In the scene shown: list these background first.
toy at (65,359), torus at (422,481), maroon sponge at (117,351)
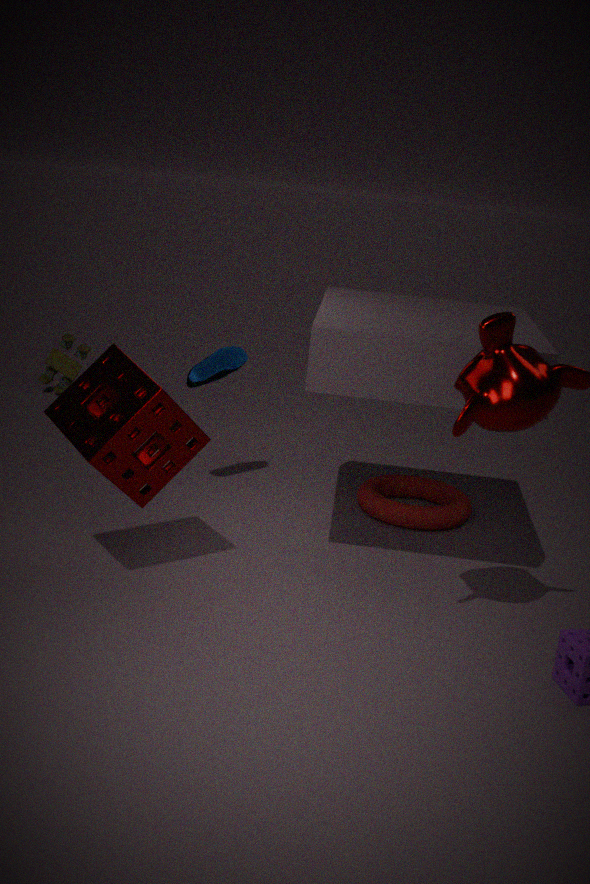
toy at (65,359), torus at (422,481), maroon sponge at (117,351)
